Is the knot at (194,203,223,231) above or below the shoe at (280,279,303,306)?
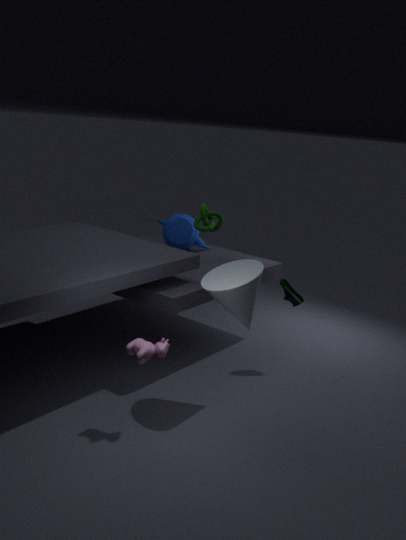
above
